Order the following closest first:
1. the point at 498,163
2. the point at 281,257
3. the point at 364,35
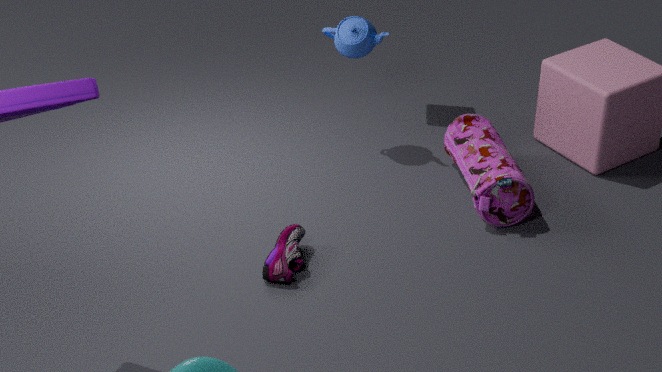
1. the point at 281,257
2. the point at 498,163
3. the point at 364,35
